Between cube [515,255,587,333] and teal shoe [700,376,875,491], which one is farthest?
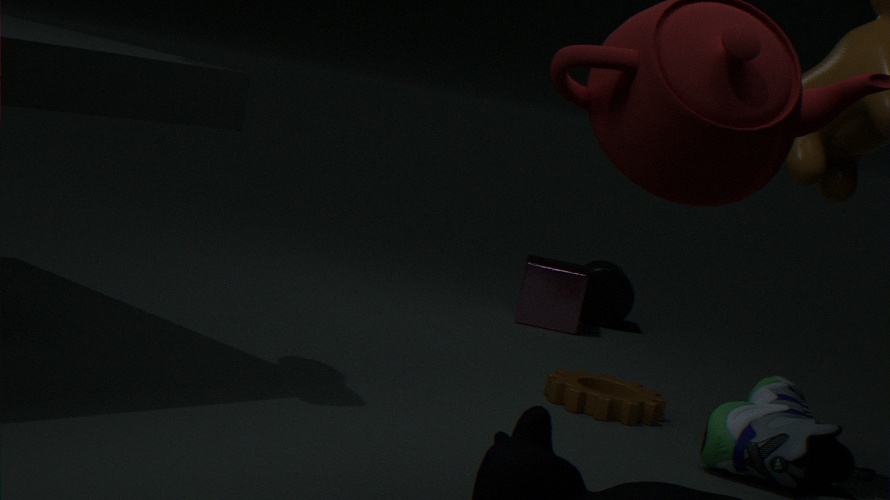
cube [515,255,587,333]
